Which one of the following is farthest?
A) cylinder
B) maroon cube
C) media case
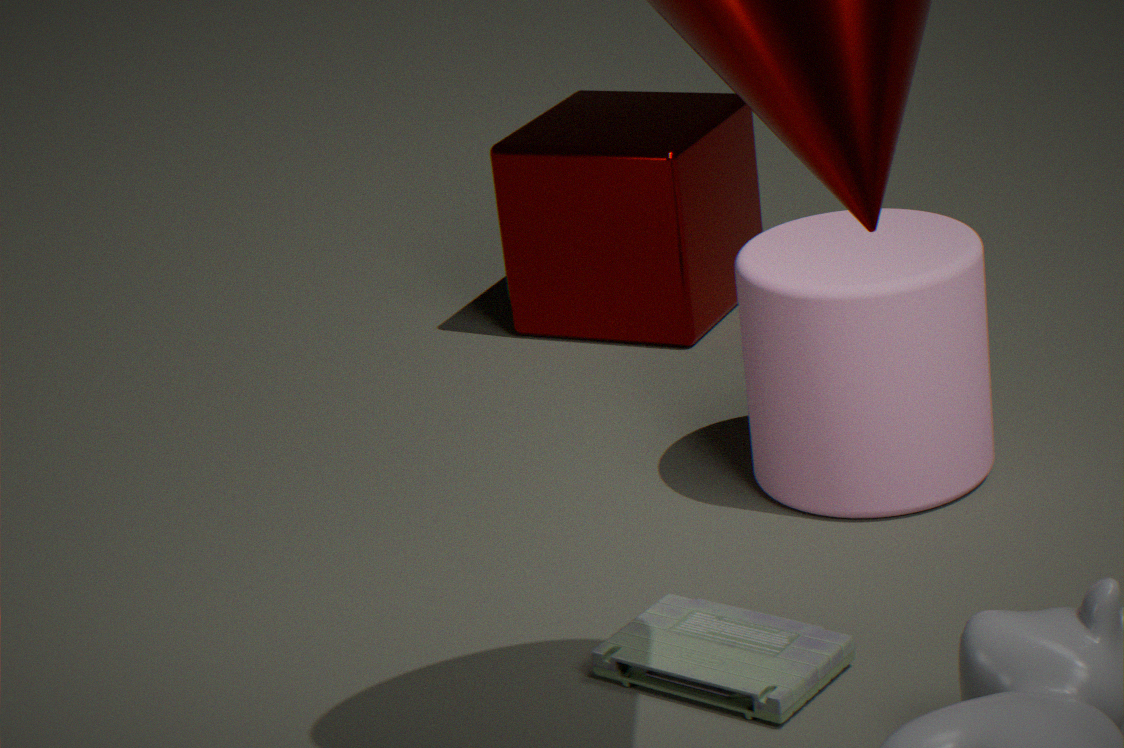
maroon cube
